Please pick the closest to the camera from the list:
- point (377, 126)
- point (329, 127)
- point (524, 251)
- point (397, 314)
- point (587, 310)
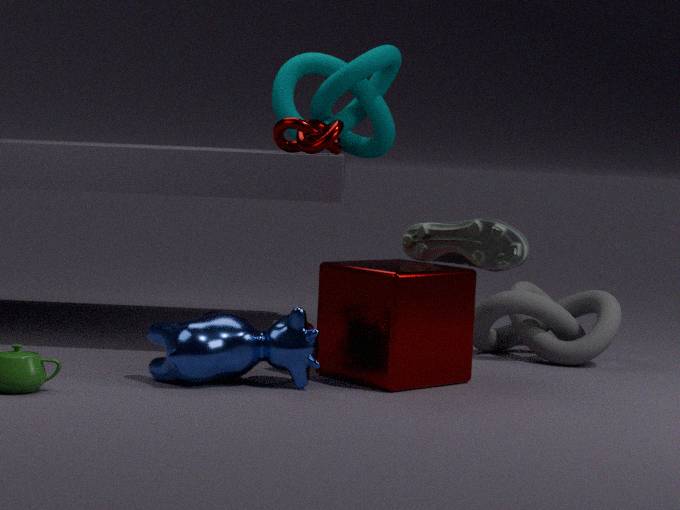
point (397, 314)
